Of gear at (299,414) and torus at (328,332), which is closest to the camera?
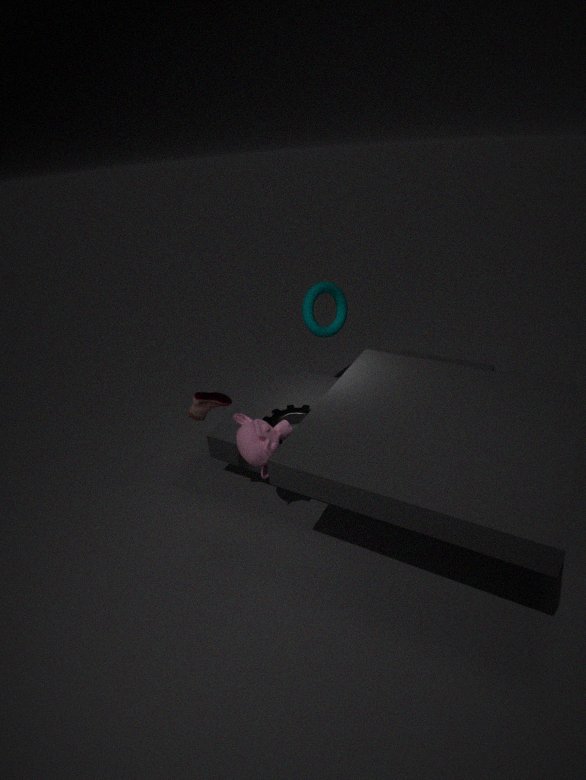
gear at (299,414)
